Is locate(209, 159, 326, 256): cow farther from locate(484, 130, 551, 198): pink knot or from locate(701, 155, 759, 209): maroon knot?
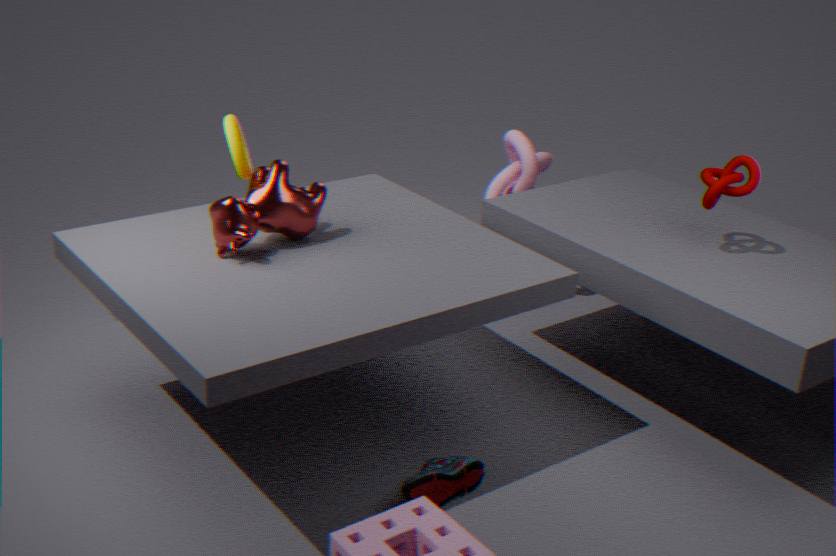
locate(701, 155, 759, 209): maroon knot
